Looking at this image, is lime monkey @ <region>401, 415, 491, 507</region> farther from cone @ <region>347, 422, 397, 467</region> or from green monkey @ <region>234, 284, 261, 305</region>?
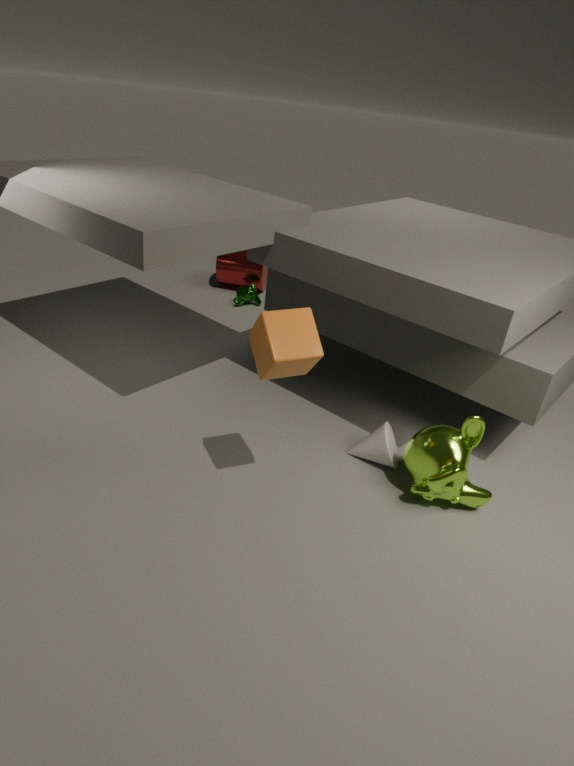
green monkey @ <region>234, 284, 261, 305</region>
